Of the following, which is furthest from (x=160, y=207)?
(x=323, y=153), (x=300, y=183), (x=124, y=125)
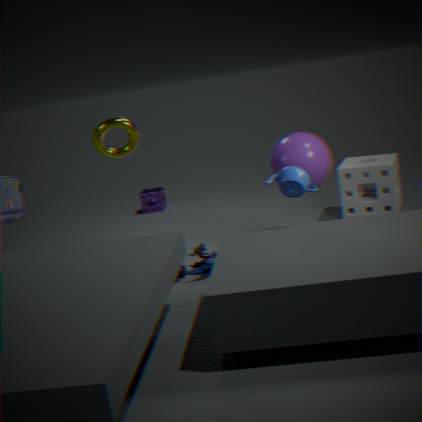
(x=300, y=183)
